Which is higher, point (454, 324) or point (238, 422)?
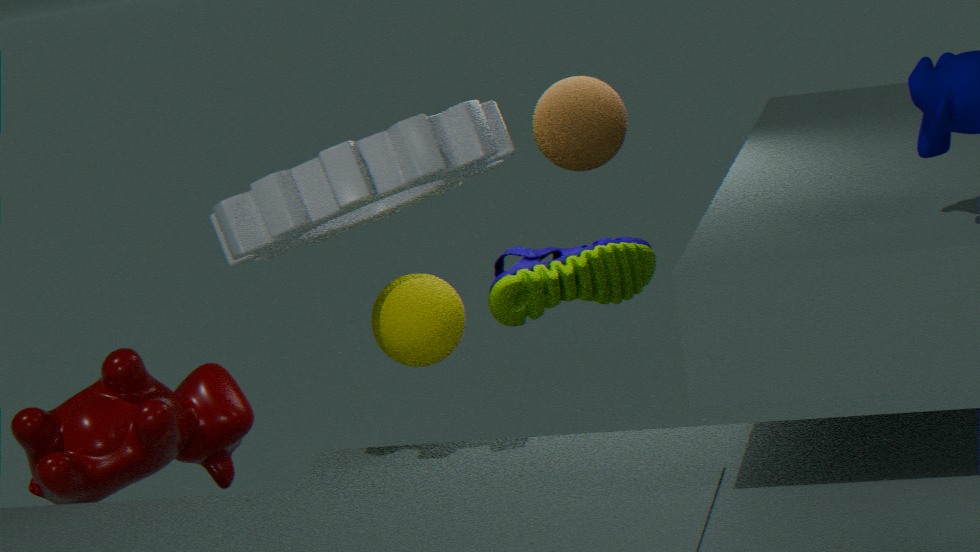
point (454, 324)
